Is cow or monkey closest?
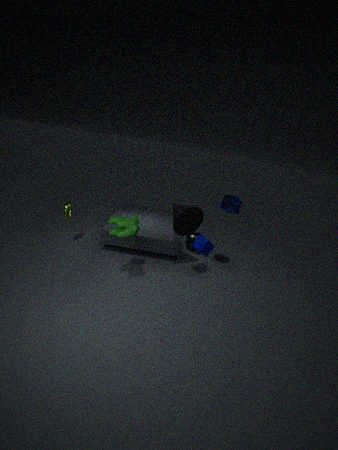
cow
